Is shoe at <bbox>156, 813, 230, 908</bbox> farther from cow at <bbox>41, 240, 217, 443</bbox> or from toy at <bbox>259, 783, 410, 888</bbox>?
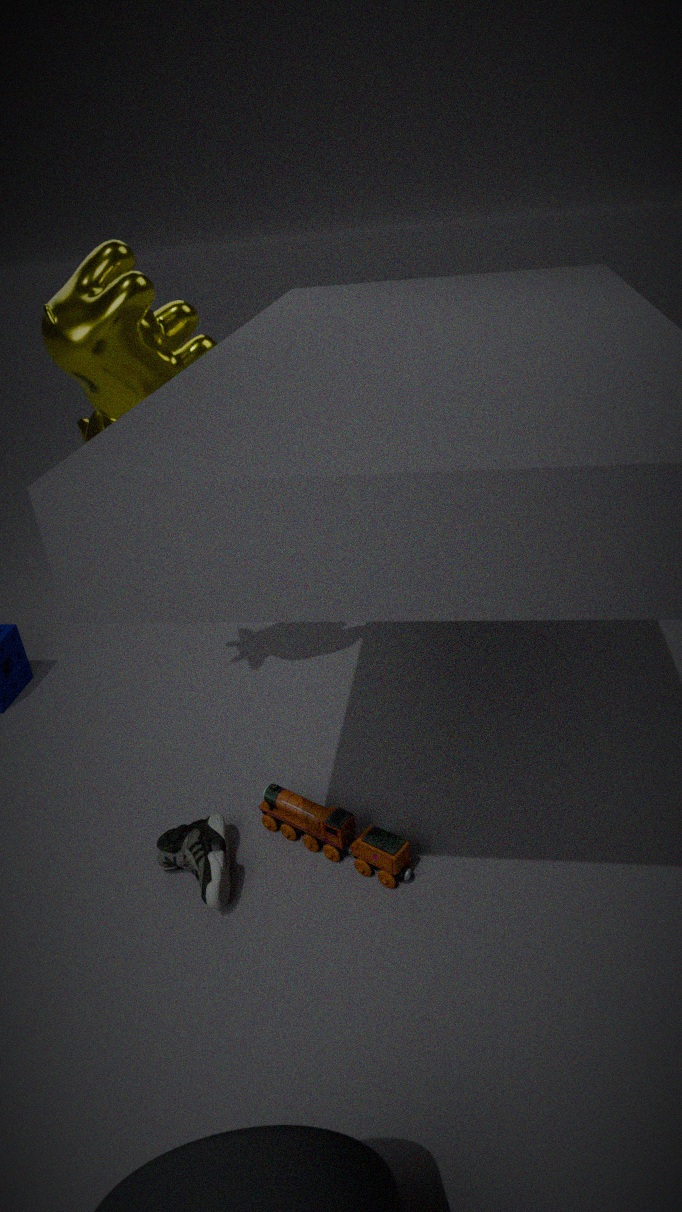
cow at <bbox>41, 240, 217, 443</bbox>
